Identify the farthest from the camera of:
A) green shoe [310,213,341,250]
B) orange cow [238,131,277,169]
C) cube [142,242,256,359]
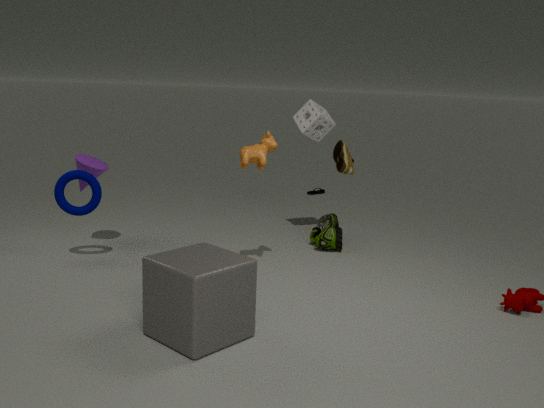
green shoe [310,213,341,250]
